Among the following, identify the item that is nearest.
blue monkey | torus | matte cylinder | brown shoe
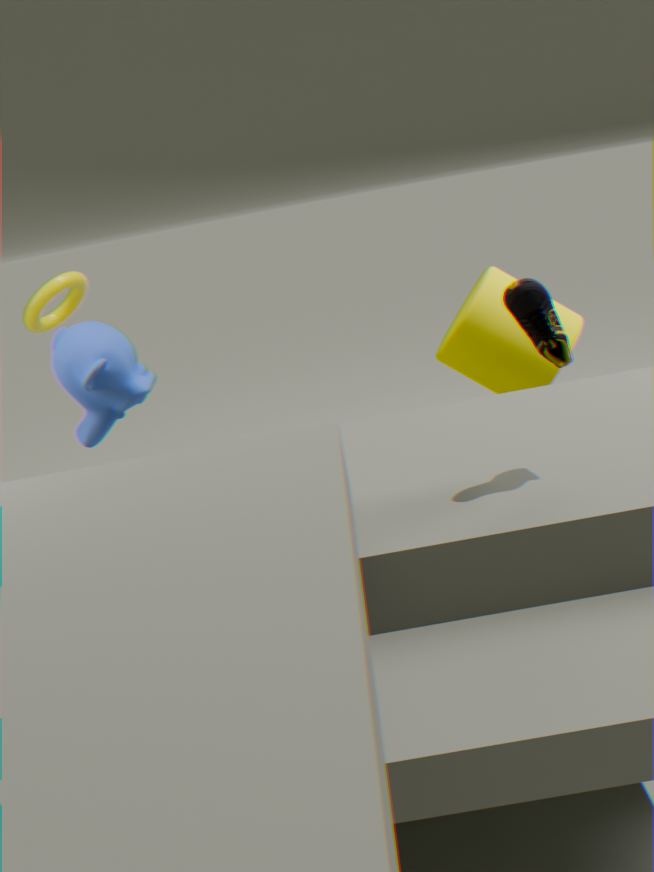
brown shoe
